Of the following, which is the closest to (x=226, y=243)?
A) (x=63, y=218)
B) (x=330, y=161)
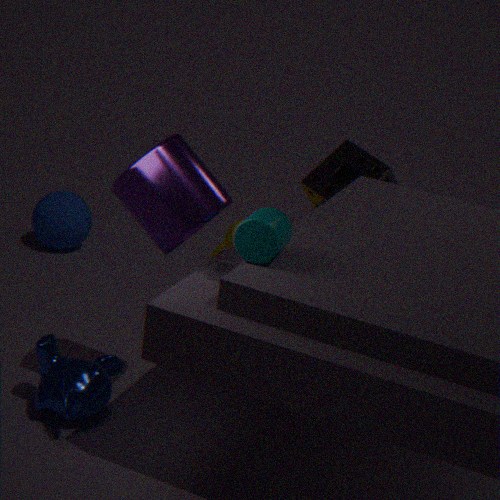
(x=330, y=161)
